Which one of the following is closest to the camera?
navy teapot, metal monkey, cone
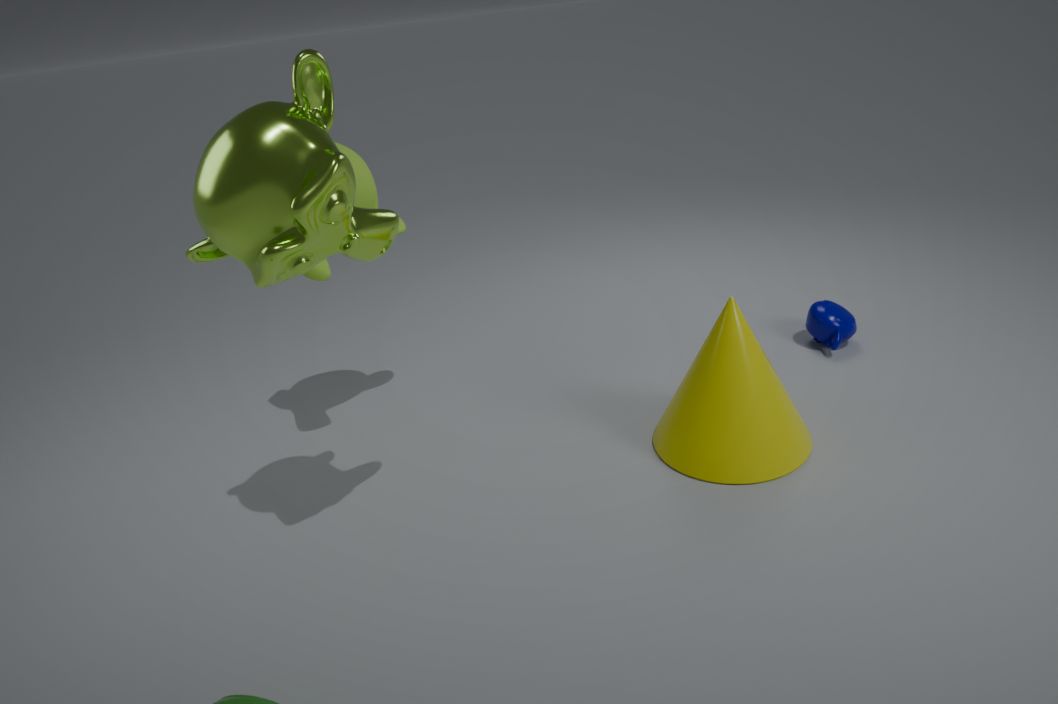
metal monkey
